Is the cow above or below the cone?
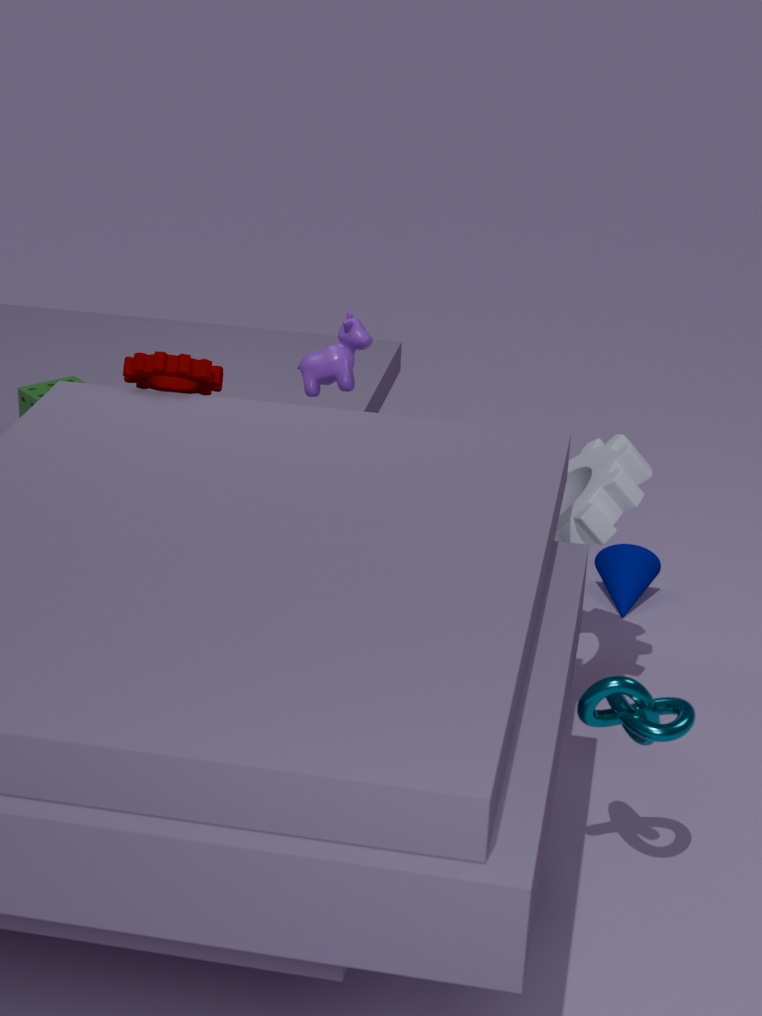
above
